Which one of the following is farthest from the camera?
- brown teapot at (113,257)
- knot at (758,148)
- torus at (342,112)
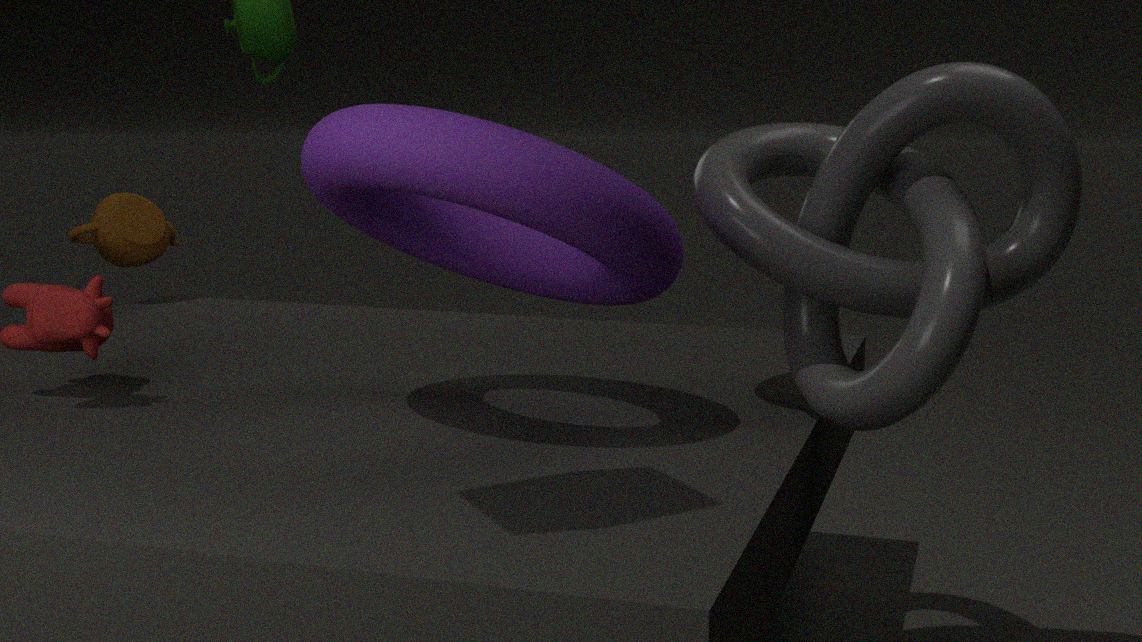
brown teapot at (113,257)
